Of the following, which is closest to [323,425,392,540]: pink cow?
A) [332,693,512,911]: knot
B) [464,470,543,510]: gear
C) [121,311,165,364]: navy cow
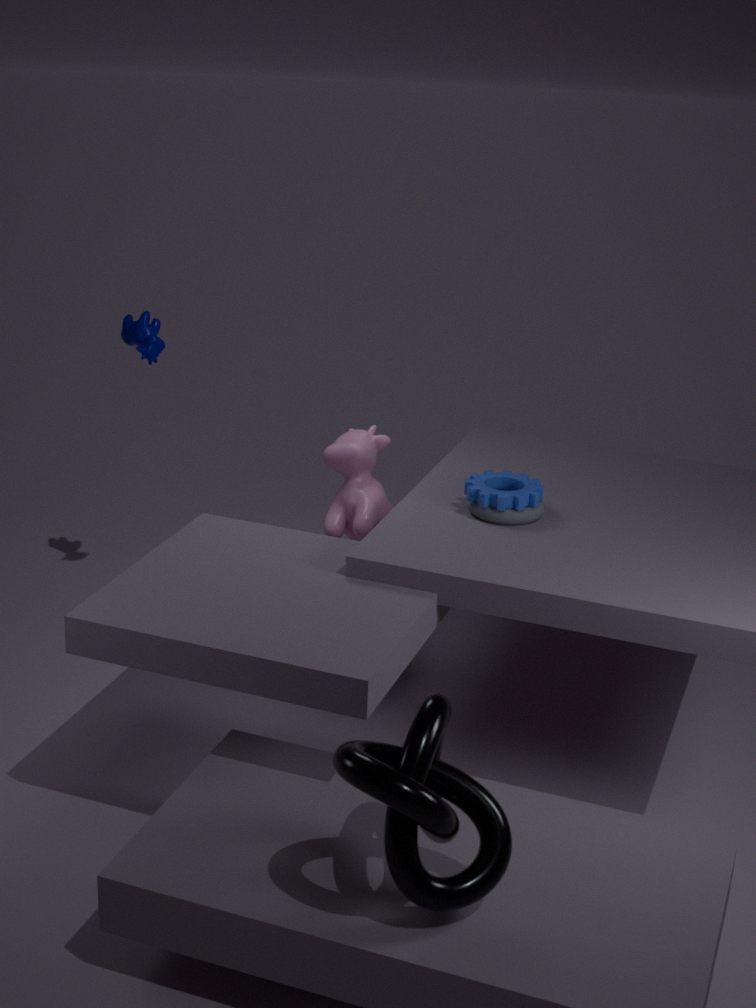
[464,470,543,510]: gear
